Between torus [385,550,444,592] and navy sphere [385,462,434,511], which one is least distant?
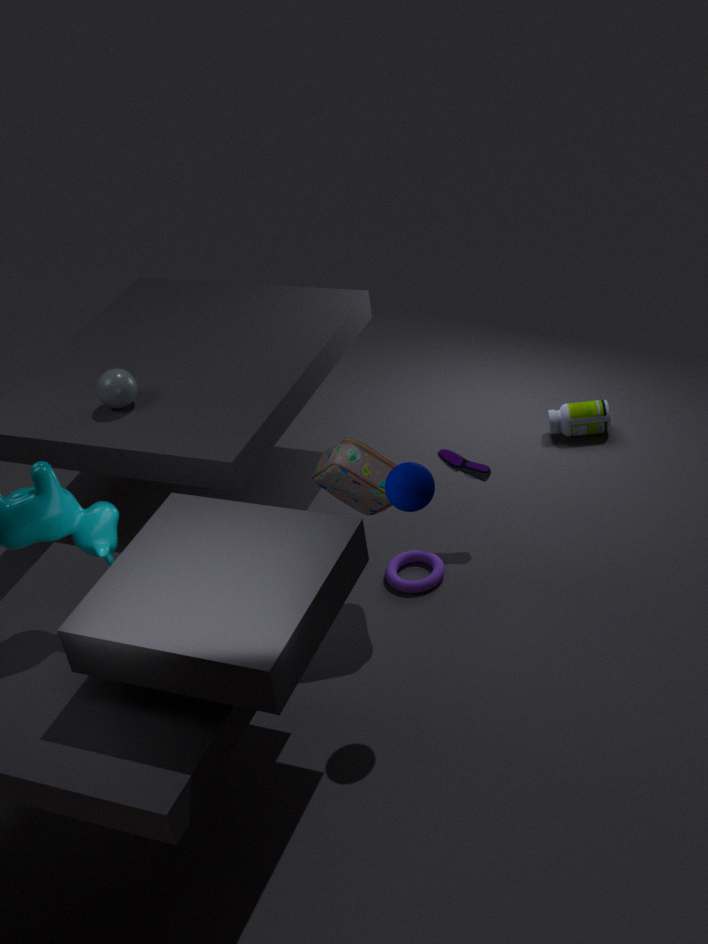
navy sphere [385,462,434,511]
